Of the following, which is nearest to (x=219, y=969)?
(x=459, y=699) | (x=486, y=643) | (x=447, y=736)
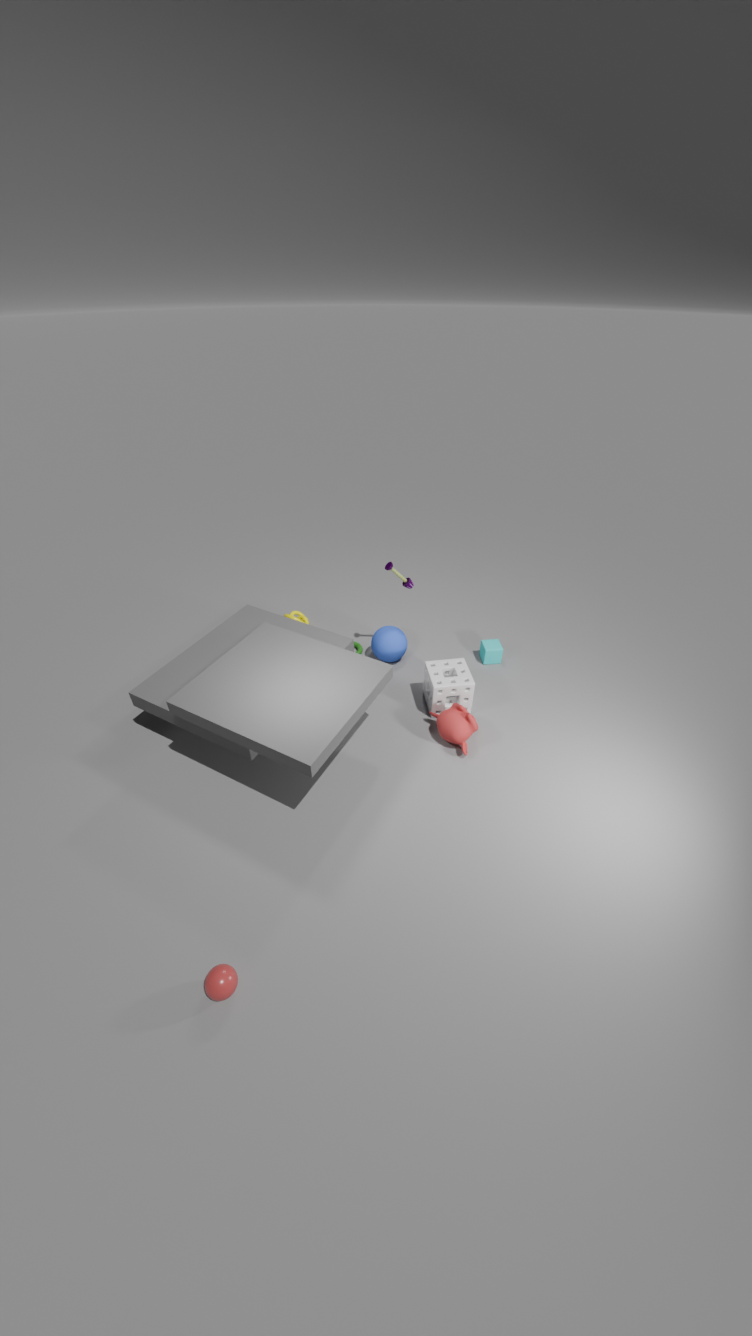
(x=447, y=736)
